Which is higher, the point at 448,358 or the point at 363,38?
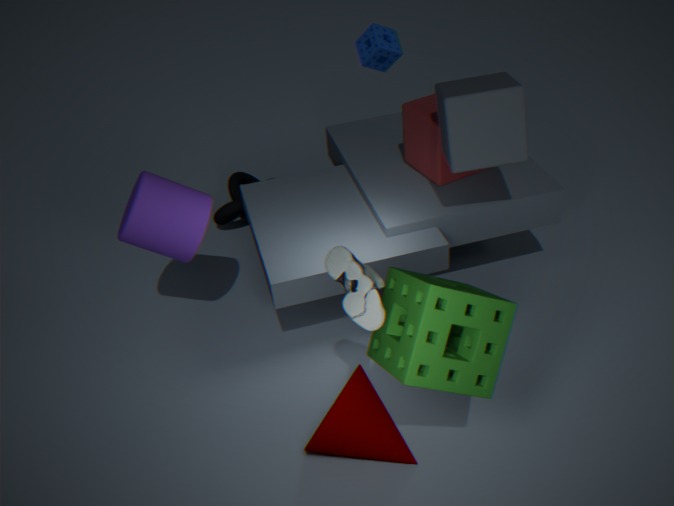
the point at 363,38
